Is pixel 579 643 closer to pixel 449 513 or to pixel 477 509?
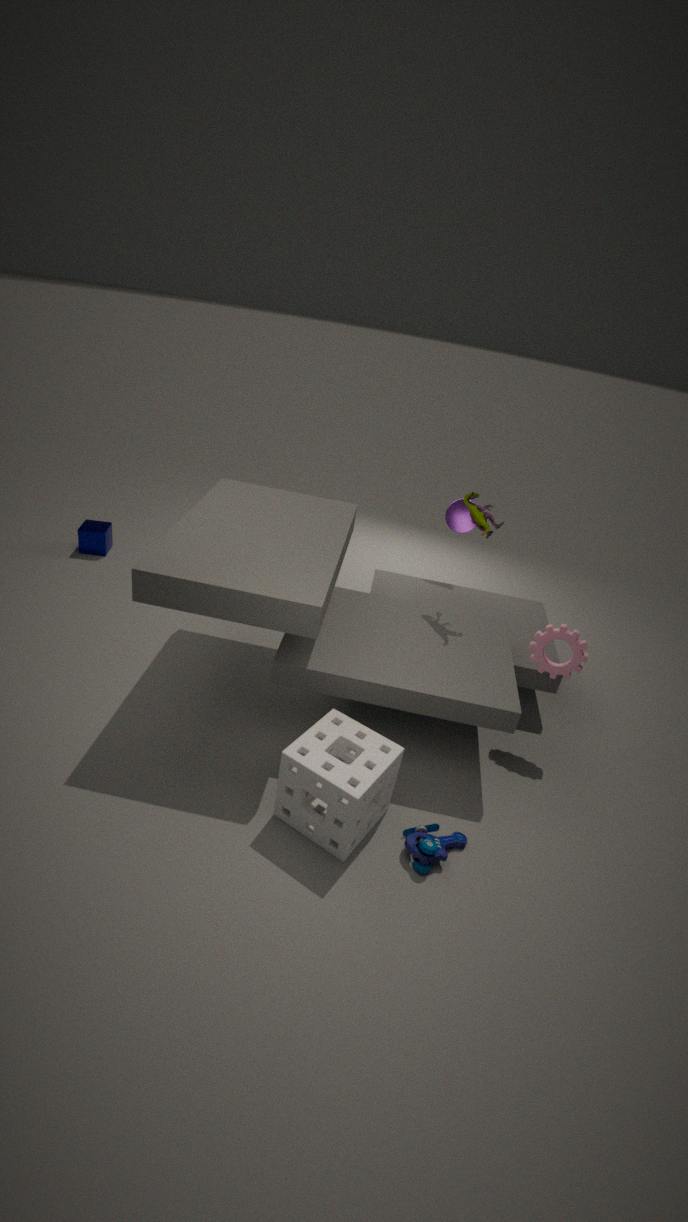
pixel 477 509
